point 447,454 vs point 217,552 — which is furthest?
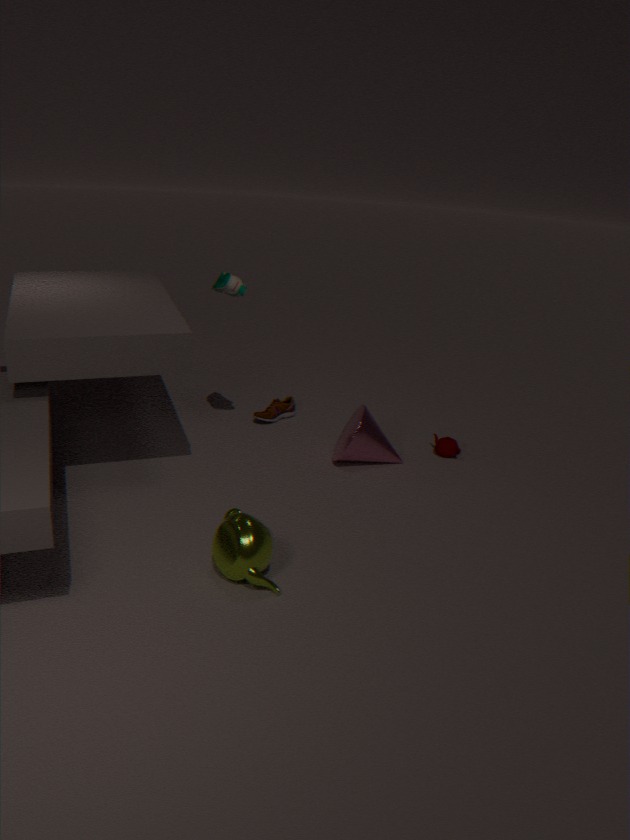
point 447,454
